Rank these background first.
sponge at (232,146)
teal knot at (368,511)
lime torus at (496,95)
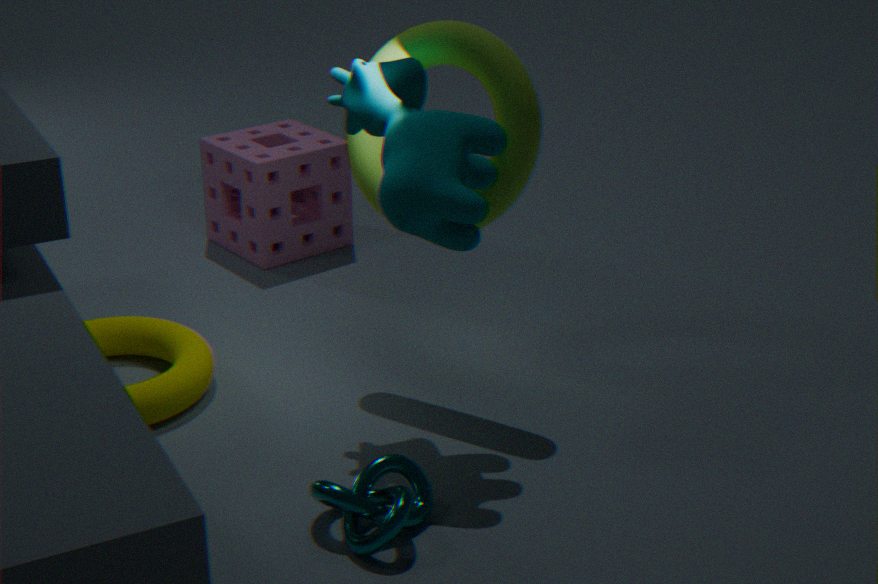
sponge at (232,146) < lime torus at (496,95) < teal knot at (368,511)
